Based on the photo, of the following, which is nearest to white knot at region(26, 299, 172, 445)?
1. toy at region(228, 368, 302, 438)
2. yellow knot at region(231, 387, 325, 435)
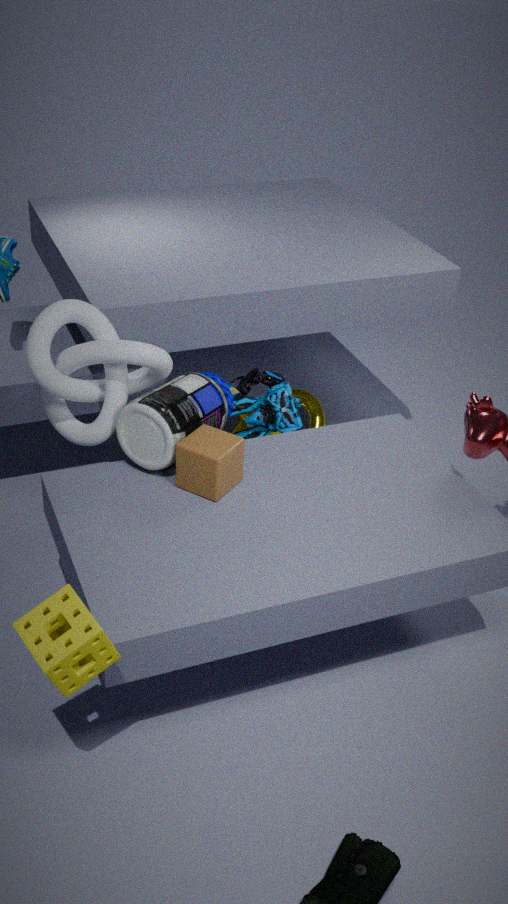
toy at region(228, 368, 302, 438)
